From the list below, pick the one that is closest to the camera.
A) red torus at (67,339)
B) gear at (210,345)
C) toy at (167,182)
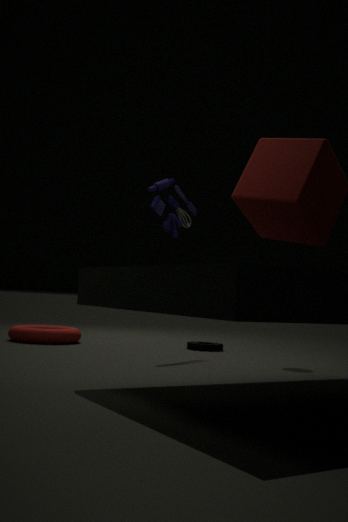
toy at (167,182)
